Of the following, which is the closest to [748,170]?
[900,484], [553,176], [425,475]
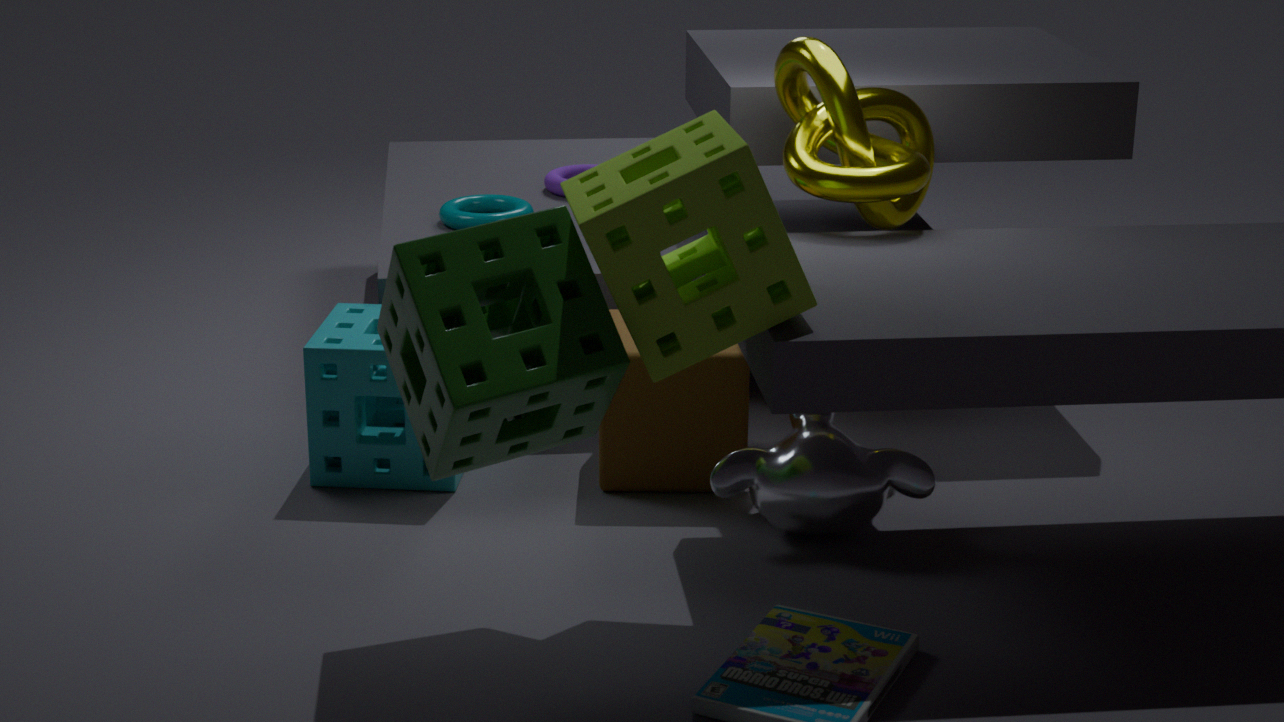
[900,484]
